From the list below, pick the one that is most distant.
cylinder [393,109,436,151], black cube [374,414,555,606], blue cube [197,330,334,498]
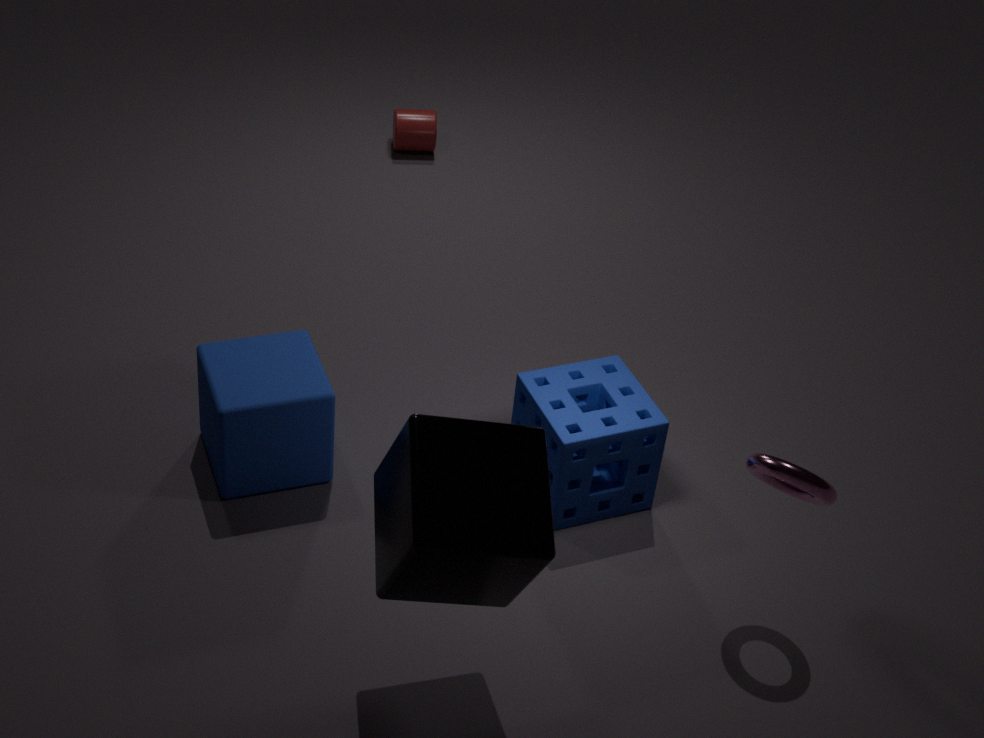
cylinder [393,109,436,151]
